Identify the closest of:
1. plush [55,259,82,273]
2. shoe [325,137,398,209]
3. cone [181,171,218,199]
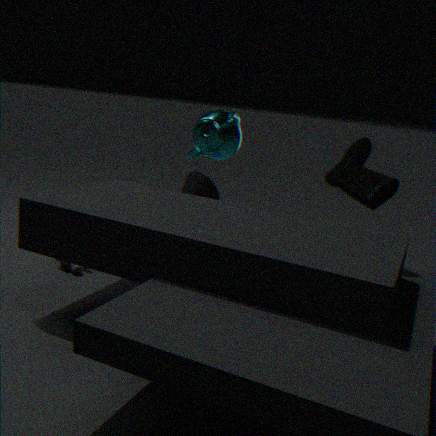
shoe [325,137,398,209]
